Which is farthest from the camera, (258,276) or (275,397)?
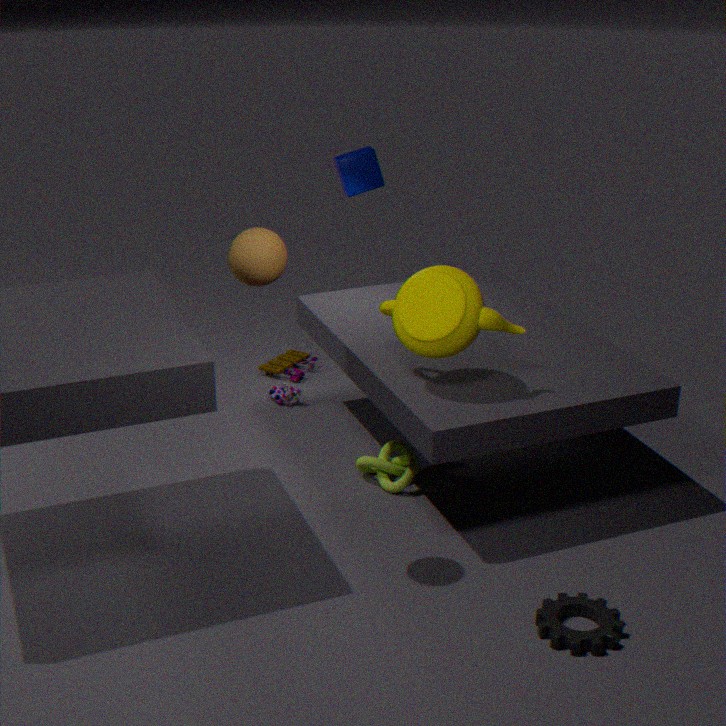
(275,397)
